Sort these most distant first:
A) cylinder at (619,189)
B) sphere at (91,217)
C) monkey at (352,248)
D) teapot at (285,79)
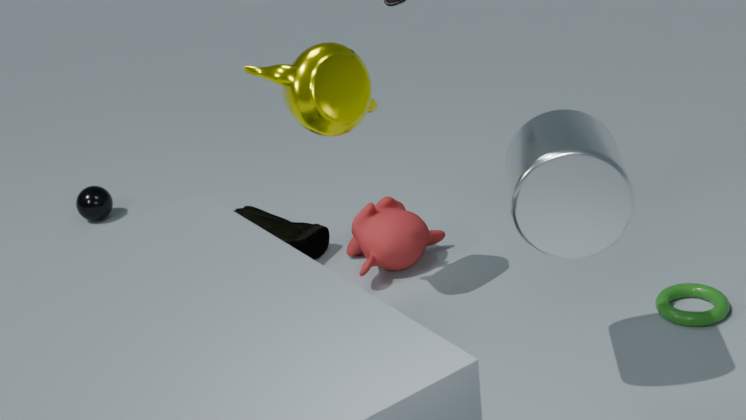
1. sphere at (91,217)
2. monkey at (352,248)
3. teapot at (285,79)
4. cylinder at (619,189)
